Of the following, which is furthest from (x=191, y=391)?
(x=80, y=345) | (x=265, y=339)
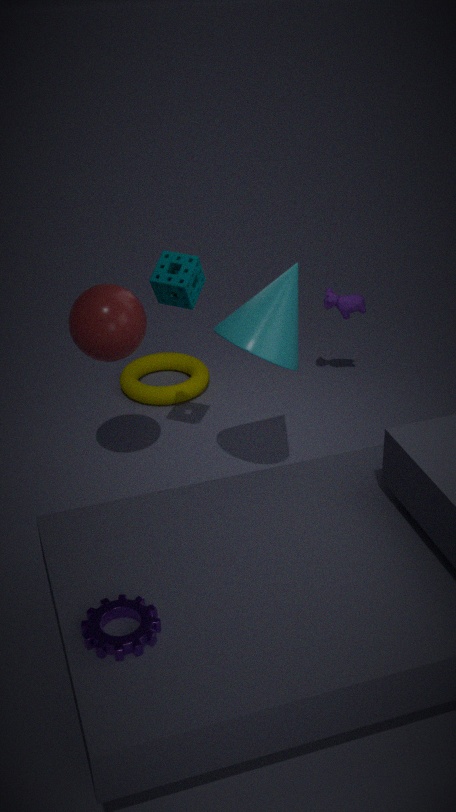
(x=265, y=339)
